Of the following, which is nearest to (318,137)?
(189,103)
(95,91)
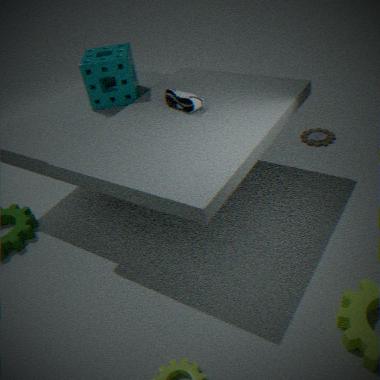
(189,103)
